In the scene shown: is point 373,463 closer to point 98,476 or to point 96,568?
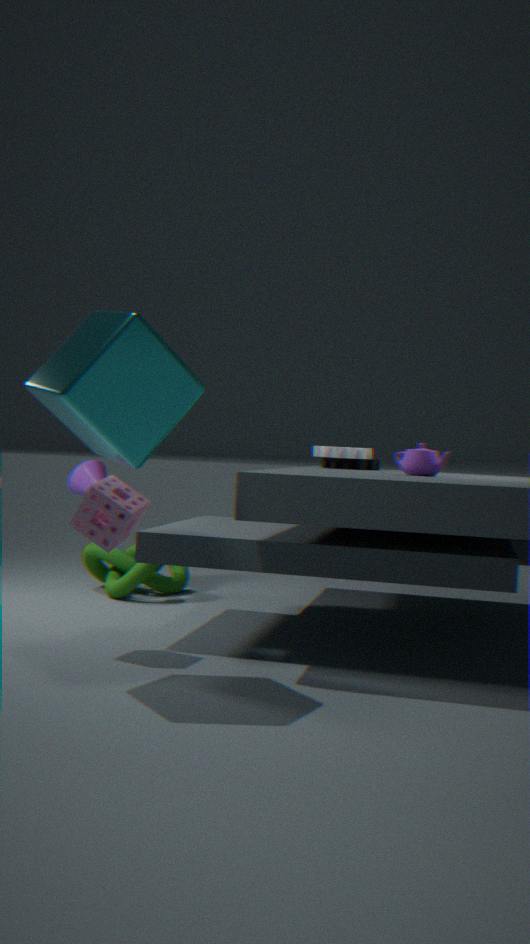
point 96,568
